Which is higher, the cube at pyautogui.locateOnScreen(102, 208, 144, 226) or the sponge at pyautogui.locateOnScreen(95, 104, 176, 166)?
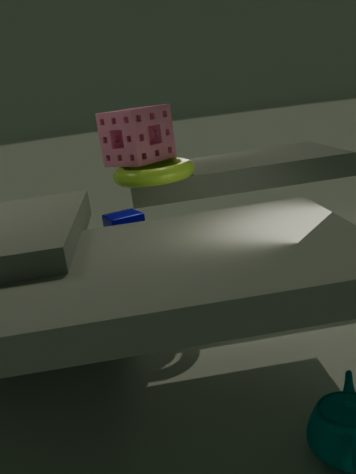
the sponge at pyautogui.locateOnScreen(95, 104, 176, 166)
